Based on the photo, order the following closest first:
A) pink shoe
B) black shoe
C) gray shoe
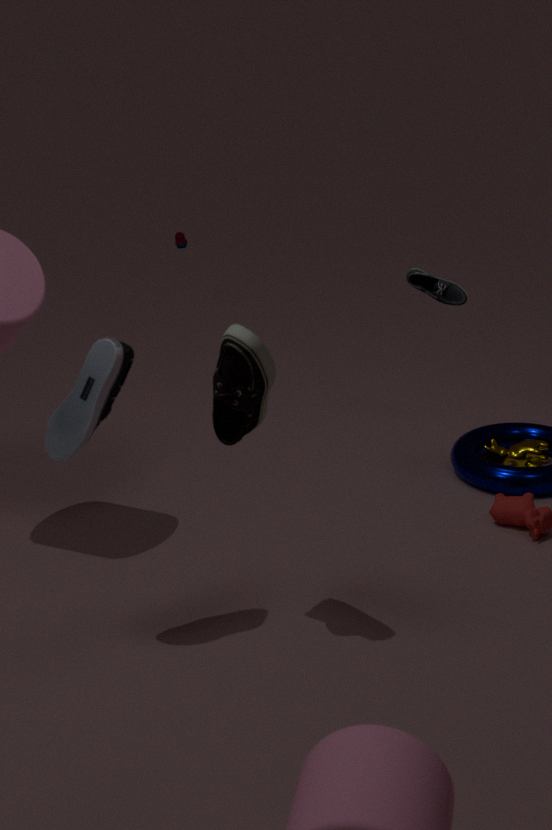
pink shoe → gray shoe → black shoe
